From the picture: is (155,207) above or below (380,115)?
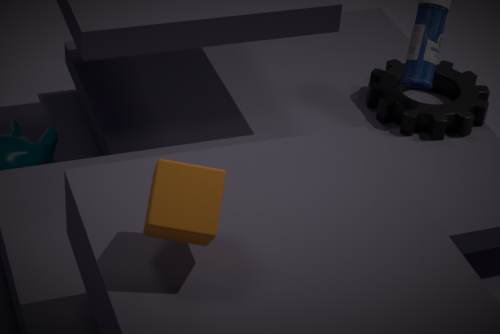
above
